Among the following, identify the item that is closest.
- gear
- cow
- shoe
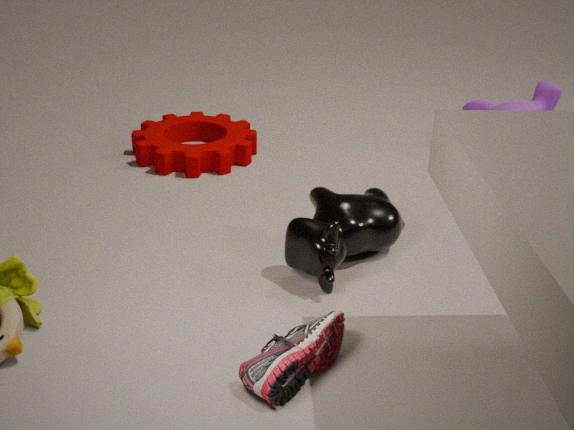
shoe
